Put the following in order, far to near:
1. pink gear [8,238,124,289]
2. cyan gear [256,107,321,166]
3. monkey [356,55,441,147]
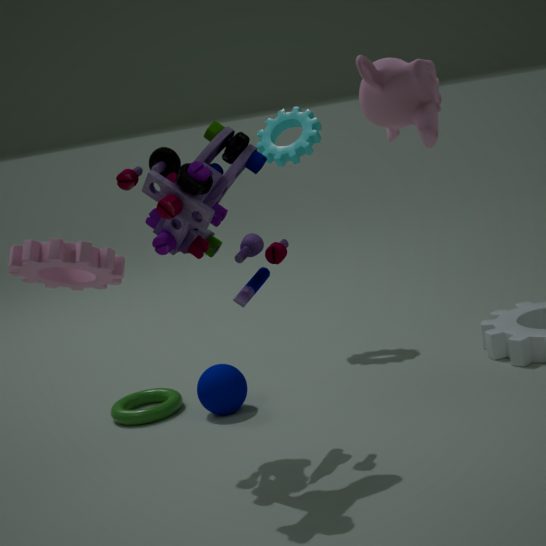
cyan gear [256,107,321,166] < pink gear [8,238,124,289] < monkey [356,55,441,147]
